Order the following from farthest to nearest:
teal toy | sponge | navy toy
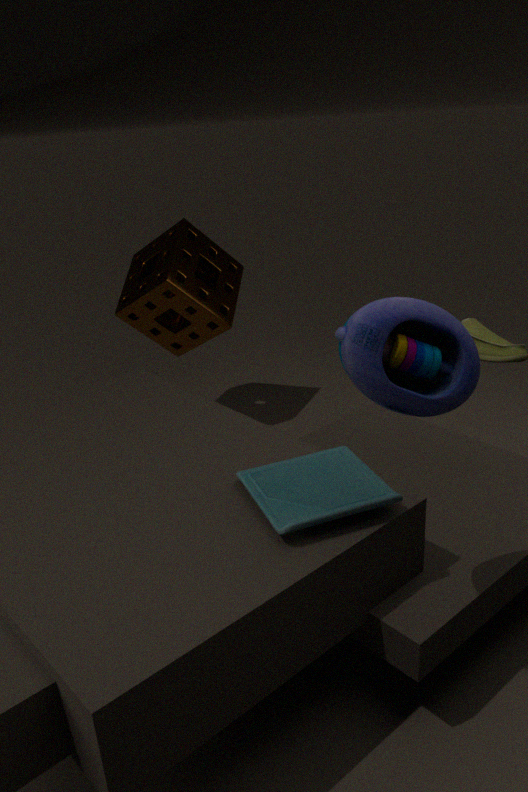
1. sponge
2. teal toy
3. navy toy
